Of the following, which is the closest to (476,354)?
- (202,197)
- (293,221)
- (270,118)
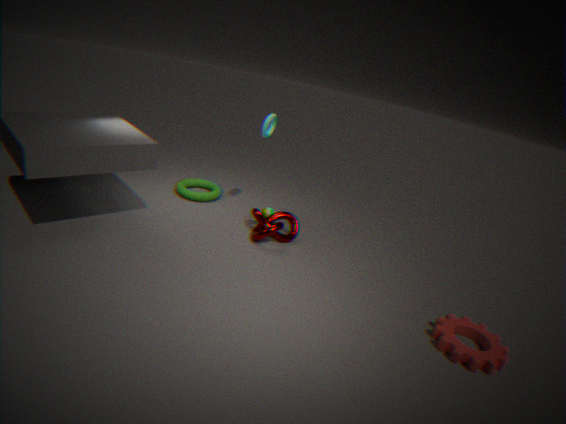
(293,221)
